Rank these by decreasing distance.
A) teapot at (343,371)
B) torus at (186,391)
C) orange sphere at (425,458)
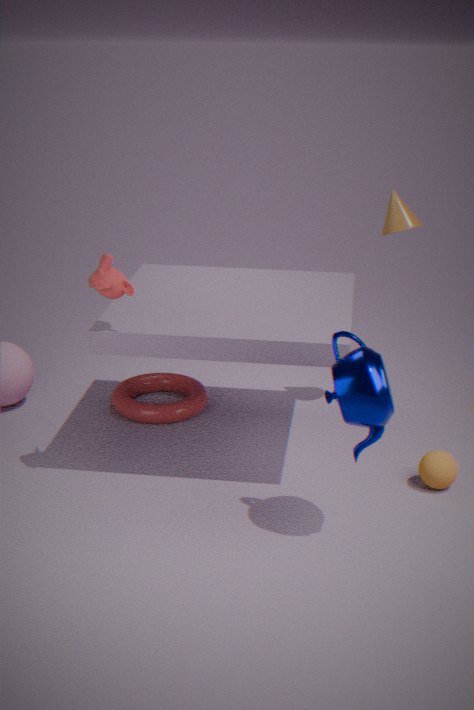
torus at (186,391) → orange sphere at (425,458) → teapot at (343,371)
